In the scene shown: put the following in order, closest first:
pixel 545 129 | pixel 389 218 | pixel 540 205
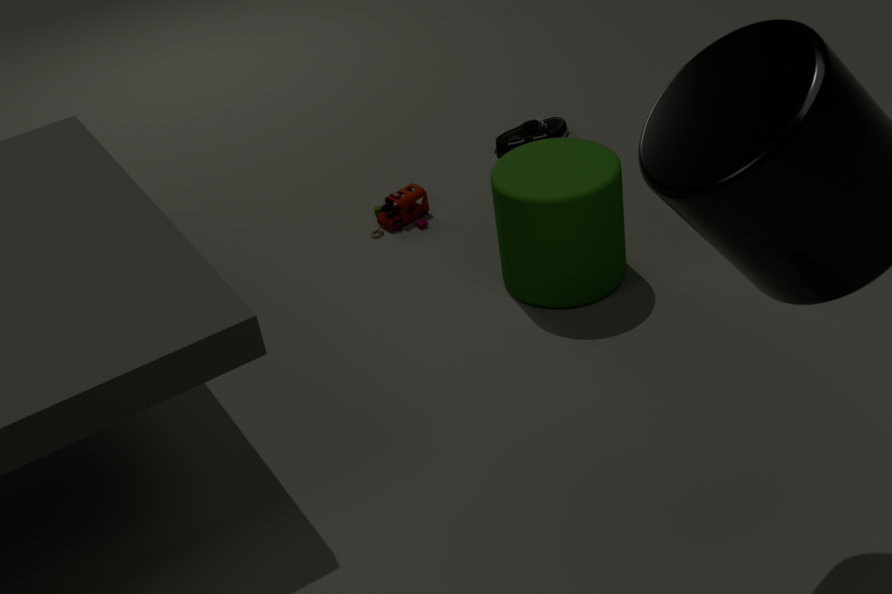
1. pixel 540 205
2. pixel 389 218
3. pixel 545 129
